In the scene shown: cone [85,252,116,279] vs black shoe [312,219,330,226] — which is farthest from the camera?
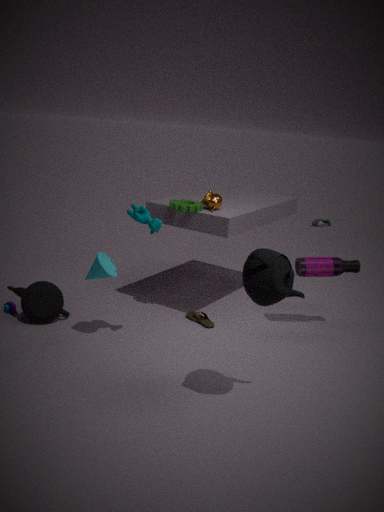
black shoe [312,219,330,226]
